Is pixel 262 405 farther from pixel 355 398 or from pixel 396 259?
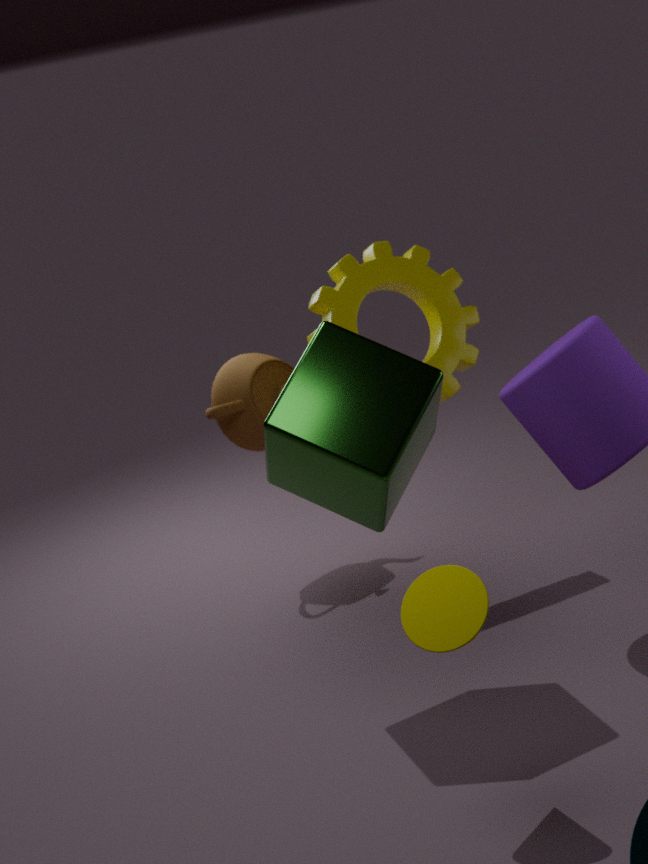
pixel 355 398
